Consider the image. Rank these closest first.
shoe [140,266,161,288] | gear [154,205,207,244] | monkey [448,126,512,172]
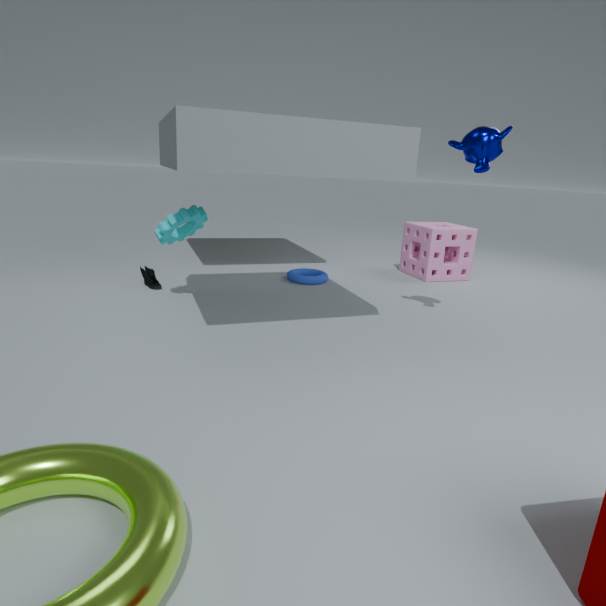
monkey [448,126,512,172] < gear [154,205,207,244] < shoe [140,266,161,288]
